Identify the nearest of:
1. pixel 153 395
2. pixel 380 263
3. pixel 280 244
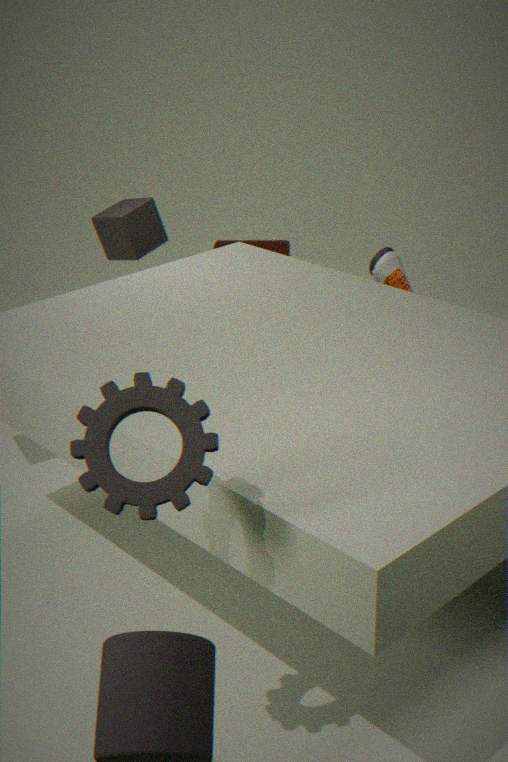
pixel 153 395
